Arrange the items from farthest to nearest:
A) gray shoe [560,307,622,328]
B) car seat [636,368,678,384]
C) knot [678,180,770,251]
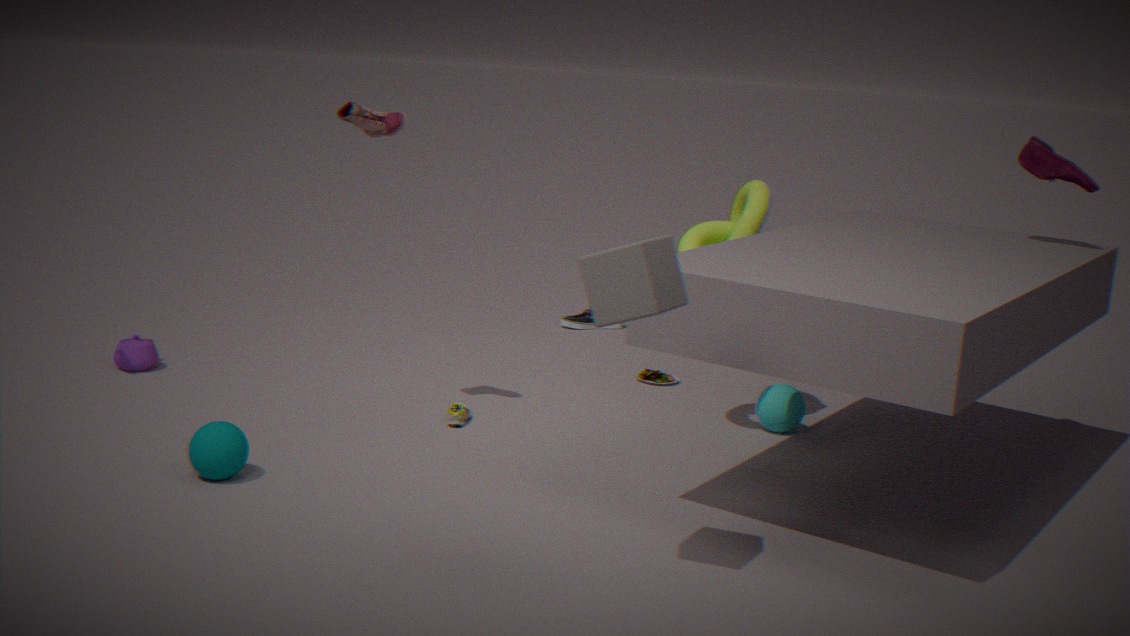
gray shoe [560,307,622,328]
car seat [636,368,678,384]
knot [678,180,770,251]
